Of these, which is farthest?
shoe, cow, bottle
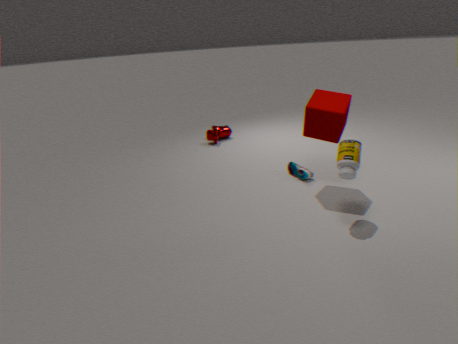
cow
